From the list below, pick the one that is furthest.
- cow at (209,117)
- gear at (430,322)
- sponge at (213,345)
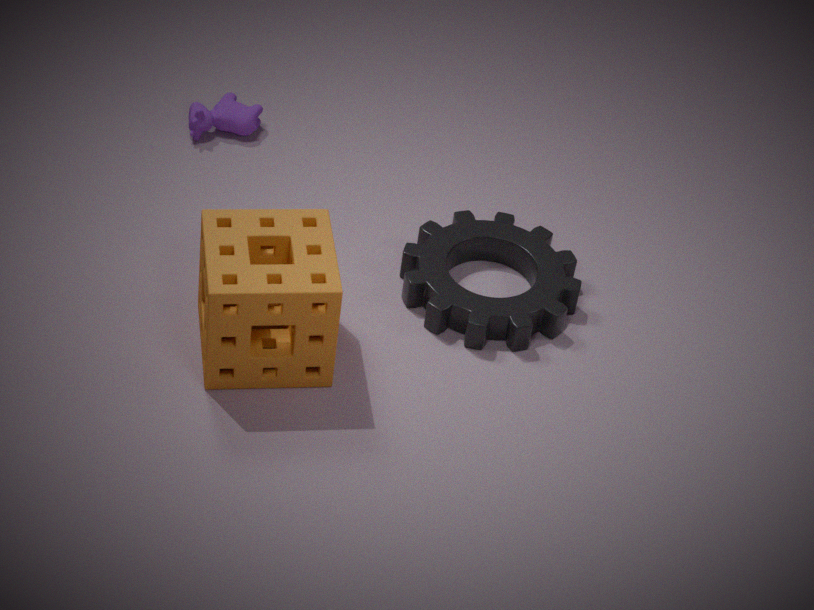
cow at (209,117)
